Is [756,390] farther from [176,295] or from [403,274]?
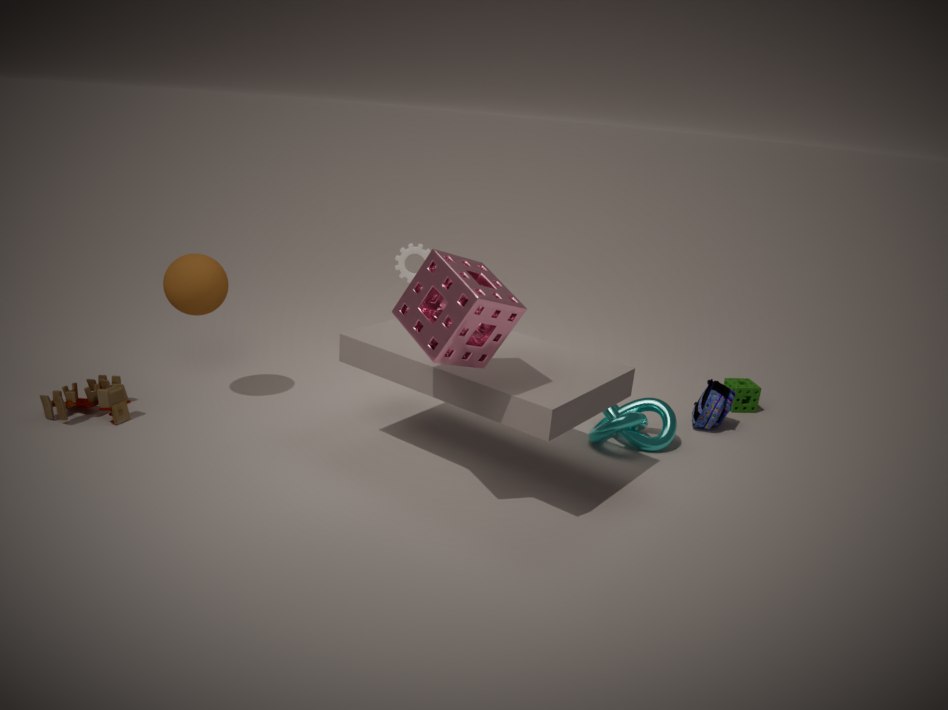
[176,295]
